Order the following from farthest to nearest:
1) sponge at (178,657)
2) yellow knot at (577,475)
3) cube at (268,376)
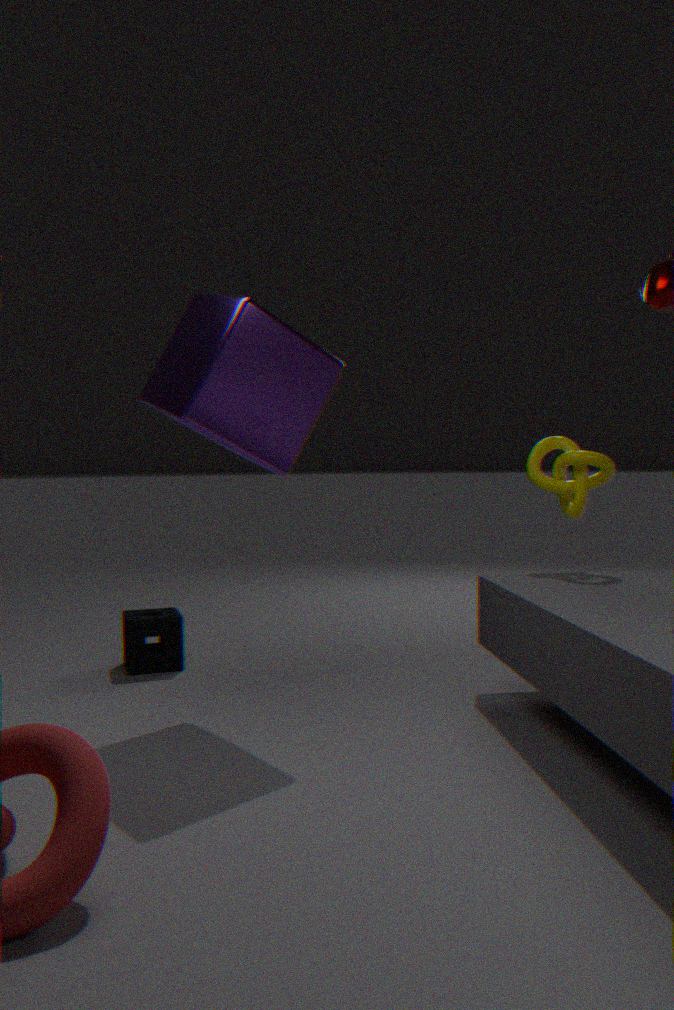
1. sponge at (178,657) < 2. yellow knot at (577,475) < 3. cube at (268,376)
